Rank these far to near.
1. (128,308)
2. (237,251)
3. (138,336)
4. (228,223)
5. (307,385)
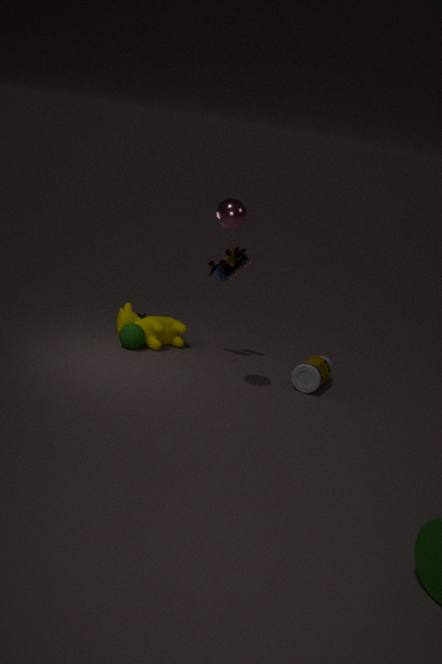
(128,308)
(138,336)
(237,251)
(307,385)
(228,223)
